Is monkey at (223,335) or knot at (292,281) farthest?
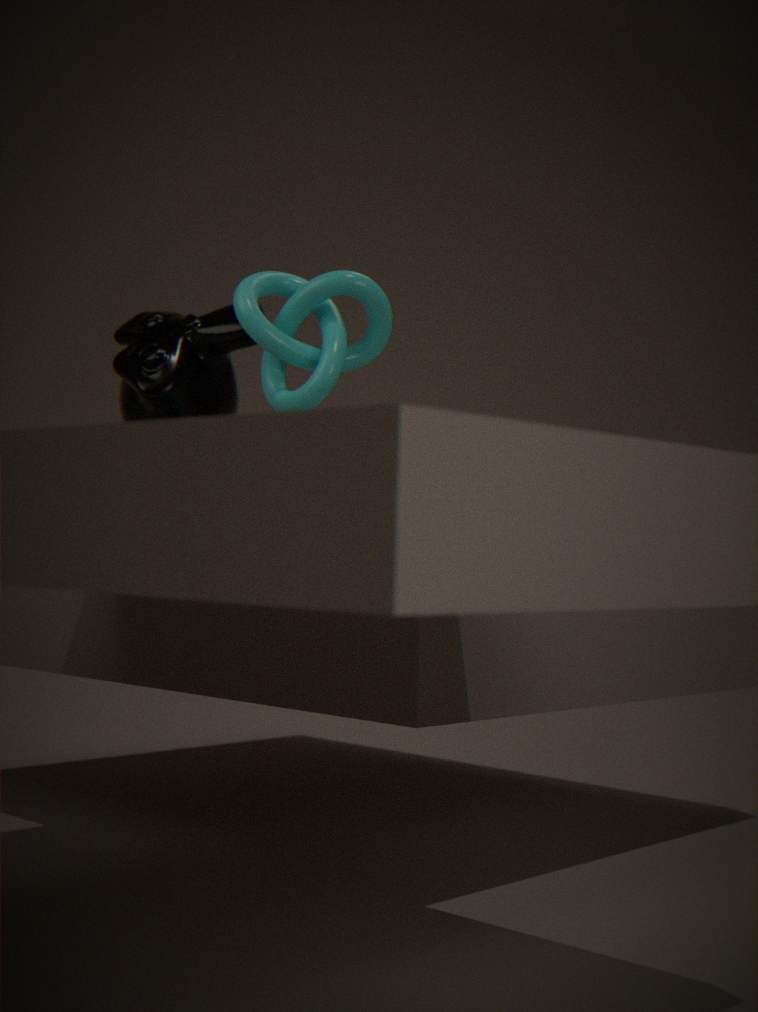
monkey at (223,335)
